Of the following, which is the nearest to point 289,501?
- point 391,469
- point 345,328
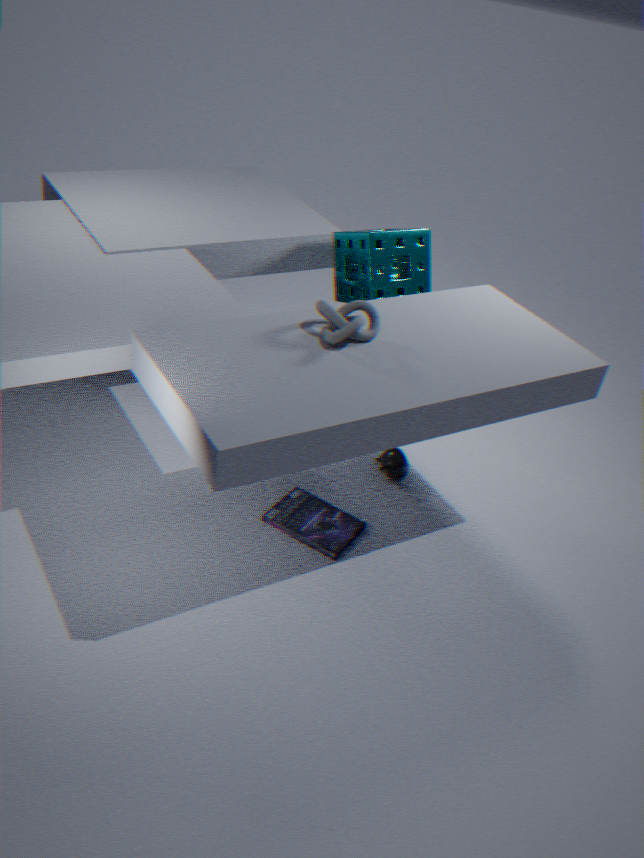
point 391,469
